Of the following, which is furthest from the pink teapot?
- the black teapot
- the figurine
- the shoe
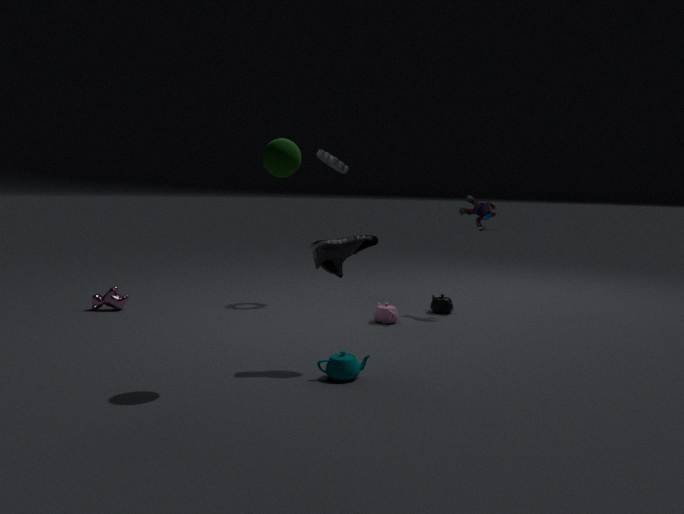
the shoe
